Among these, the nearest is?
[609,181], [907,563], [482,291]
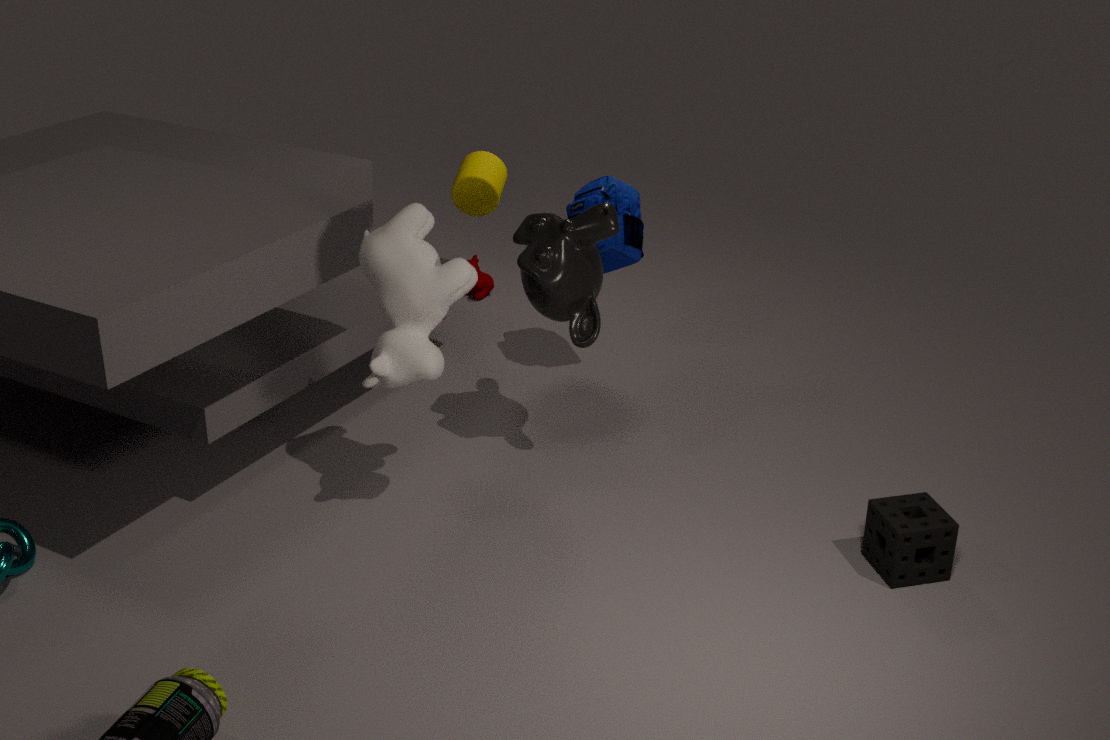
[907,563]
